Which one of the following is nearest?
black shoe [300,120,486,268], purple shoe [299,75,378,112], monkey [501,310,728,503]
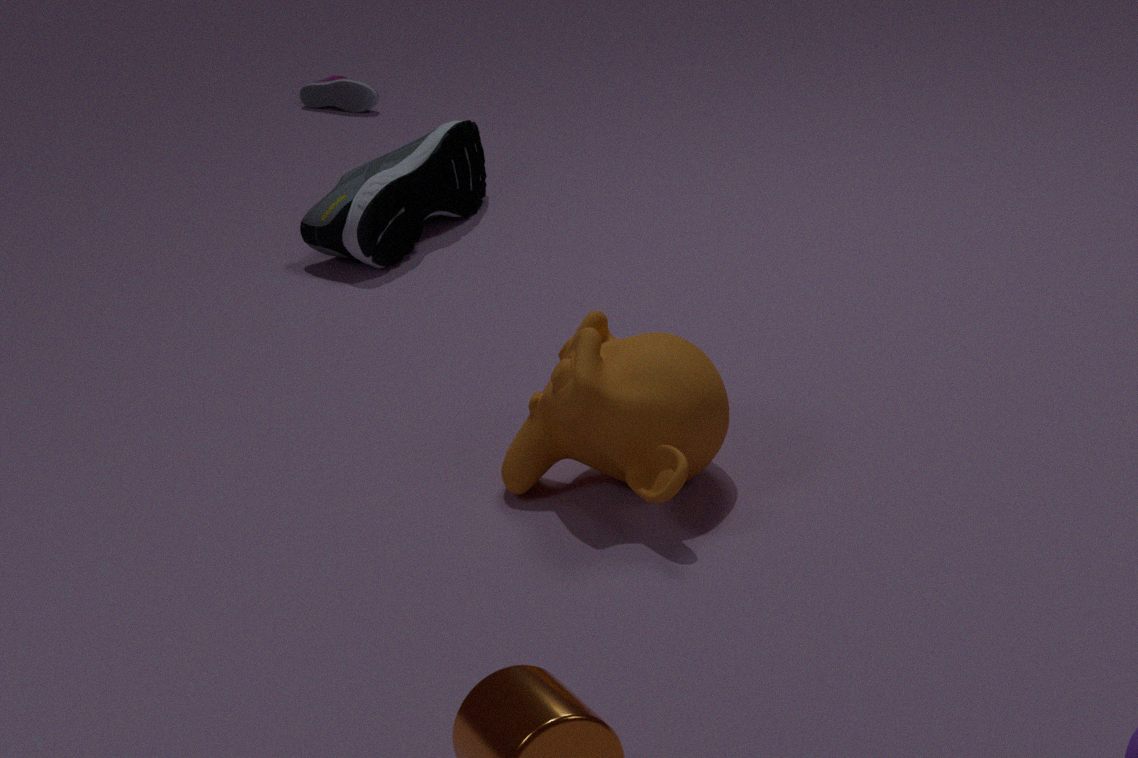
monkey [501,310,728,503]
